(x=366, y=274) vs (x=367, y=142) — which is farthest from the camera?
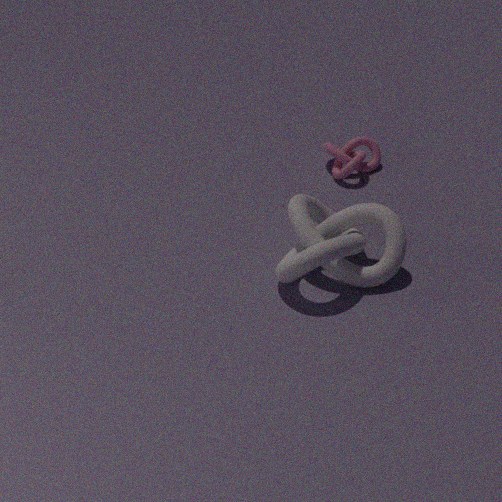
(x=367, y=142)
